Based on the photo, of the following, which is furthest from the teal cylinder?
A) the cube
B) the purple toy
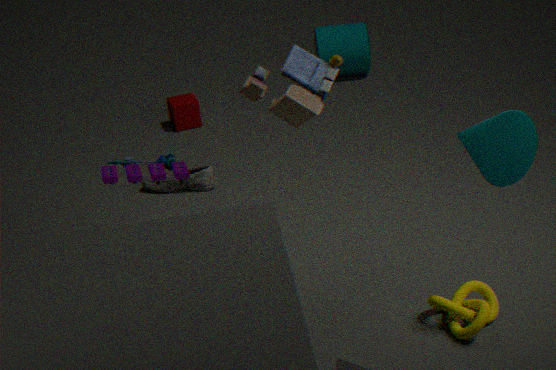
the purple toy
